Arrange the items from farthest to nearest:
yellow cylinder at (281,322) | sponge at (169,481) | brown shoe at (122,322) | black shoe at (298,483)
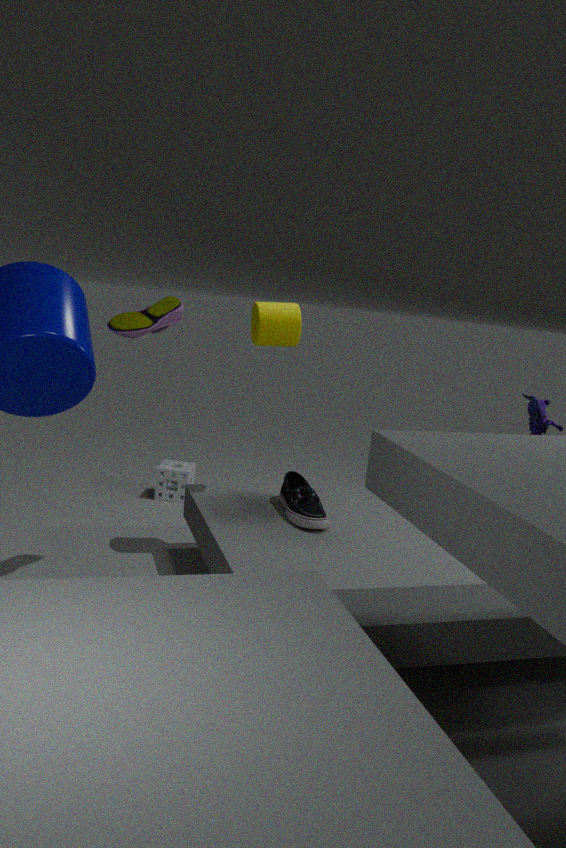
1. sponge at (169,481)
2. yellow cylinder at (281,322)
3. black shoe at (298,483)
4. brown shoe at (122,322)
